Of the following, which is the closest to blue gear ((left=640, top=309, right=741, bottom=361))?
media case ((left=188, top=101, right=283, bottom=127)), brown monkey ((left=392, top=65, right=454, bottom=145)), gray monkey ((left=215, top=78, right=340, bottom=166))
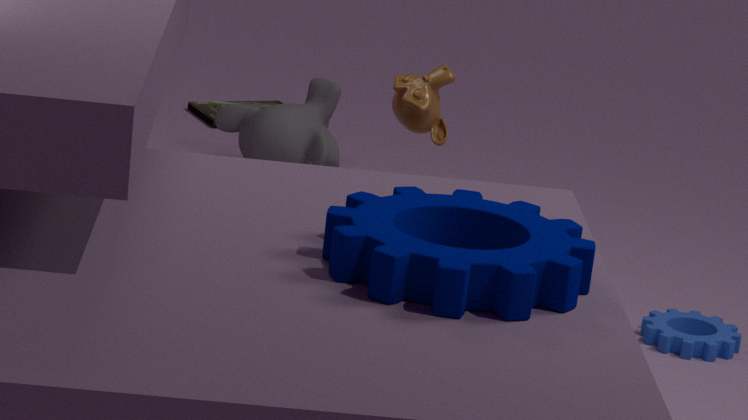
brown monkey ((left=392, top=65, right=454, bottom=145))
